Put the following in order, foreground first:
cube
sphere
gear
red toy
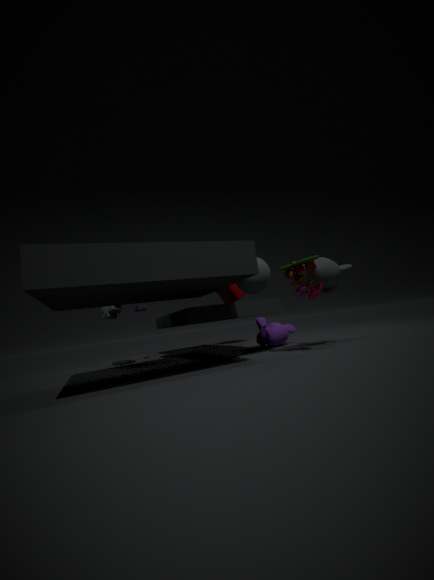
red toy, sphere, gear, cube
